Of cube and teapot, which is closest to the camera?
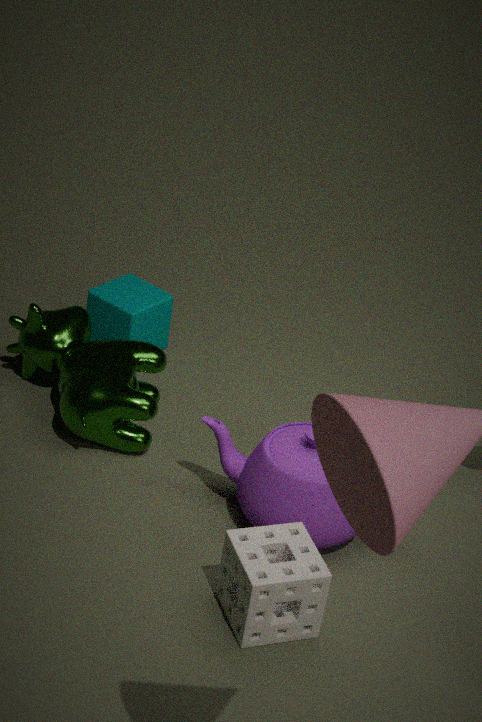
teapot
